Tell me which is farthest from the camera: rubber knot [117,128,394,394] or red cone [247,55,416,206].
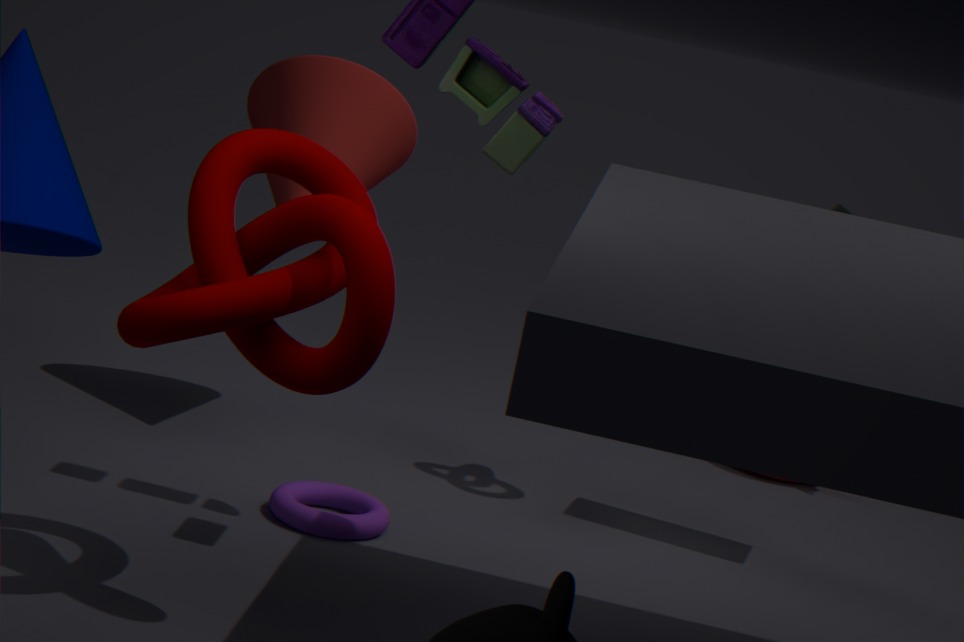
red cone [247,55,416,206]
